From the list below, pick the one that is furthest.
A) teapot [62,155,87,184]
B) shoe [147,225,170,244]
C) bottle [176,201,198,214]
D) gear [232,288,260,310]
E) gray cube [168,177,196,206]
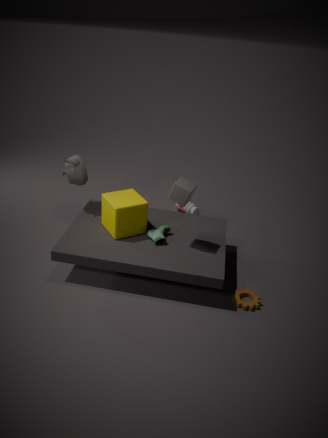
bottle [176,201,198,214]
